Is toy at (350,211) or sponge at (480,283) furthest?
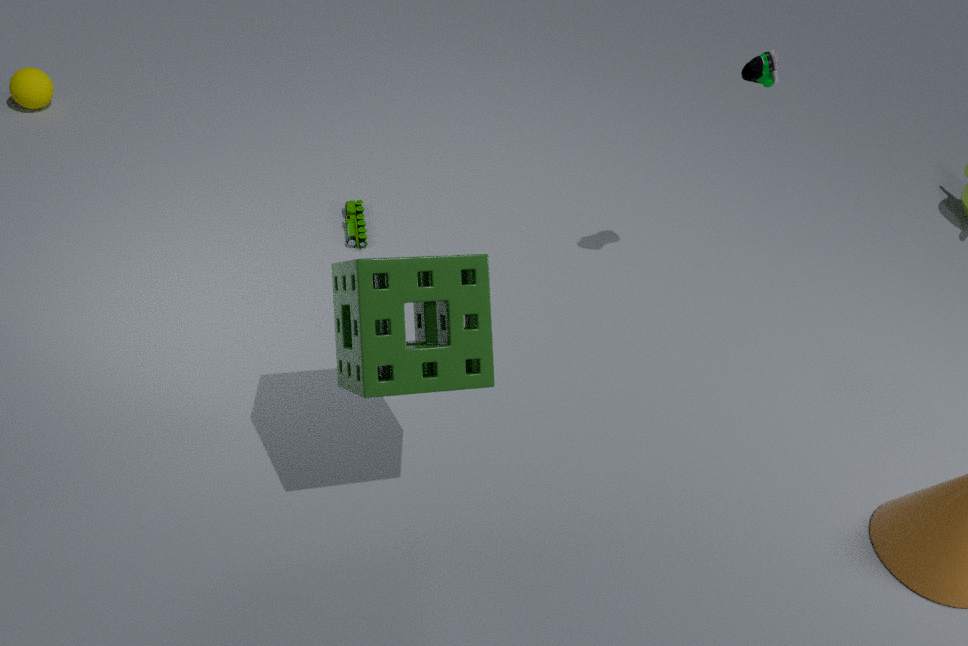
toy at (350,211)
